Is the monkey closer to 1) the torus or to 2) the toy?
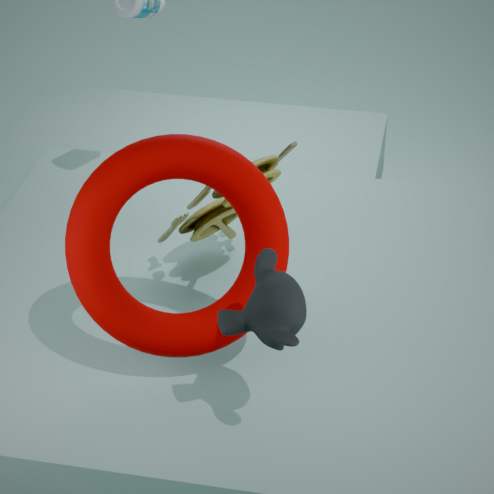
1) the torus
